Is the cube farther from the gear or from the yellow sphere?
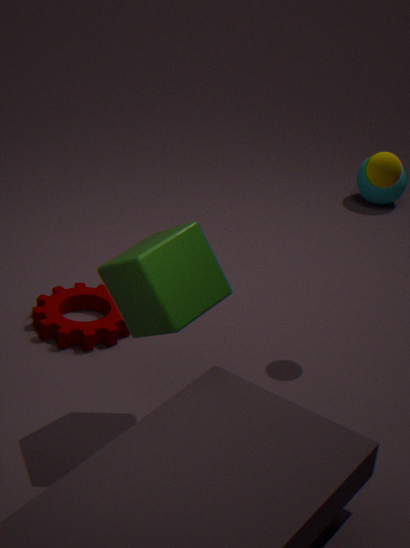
the yellow sphere
